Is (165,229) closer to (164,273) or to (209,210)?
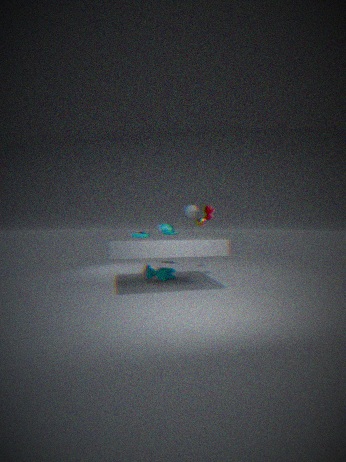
(164,273)
